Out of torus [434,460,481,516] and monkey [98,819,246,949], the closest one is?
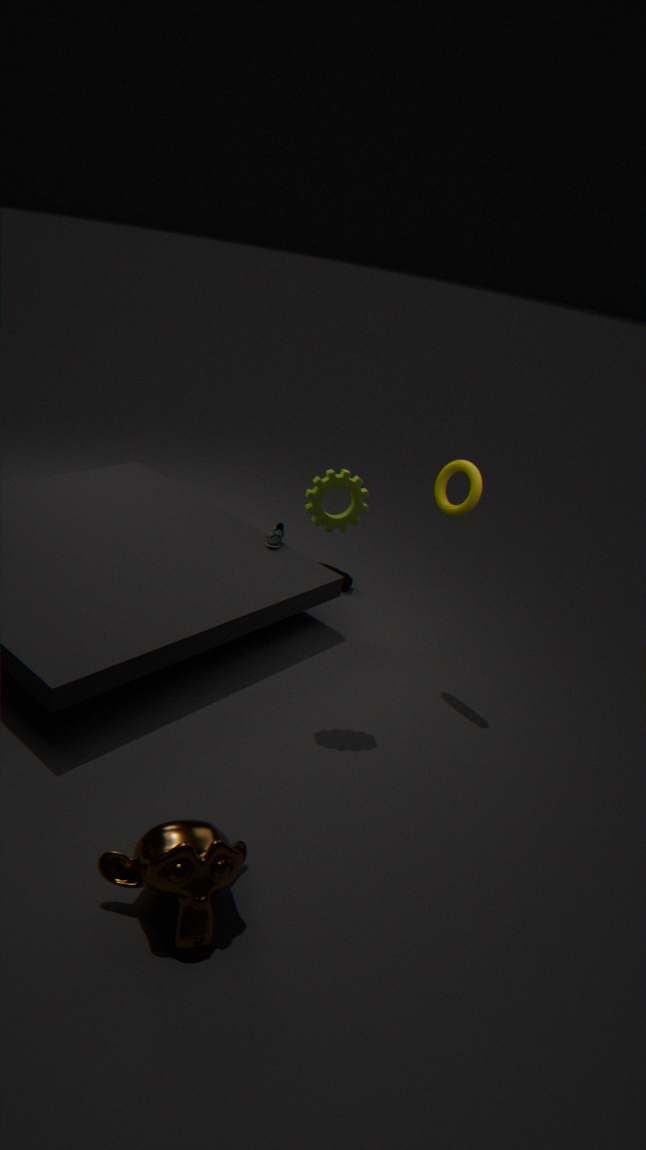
monkey [98,819,246,949]
